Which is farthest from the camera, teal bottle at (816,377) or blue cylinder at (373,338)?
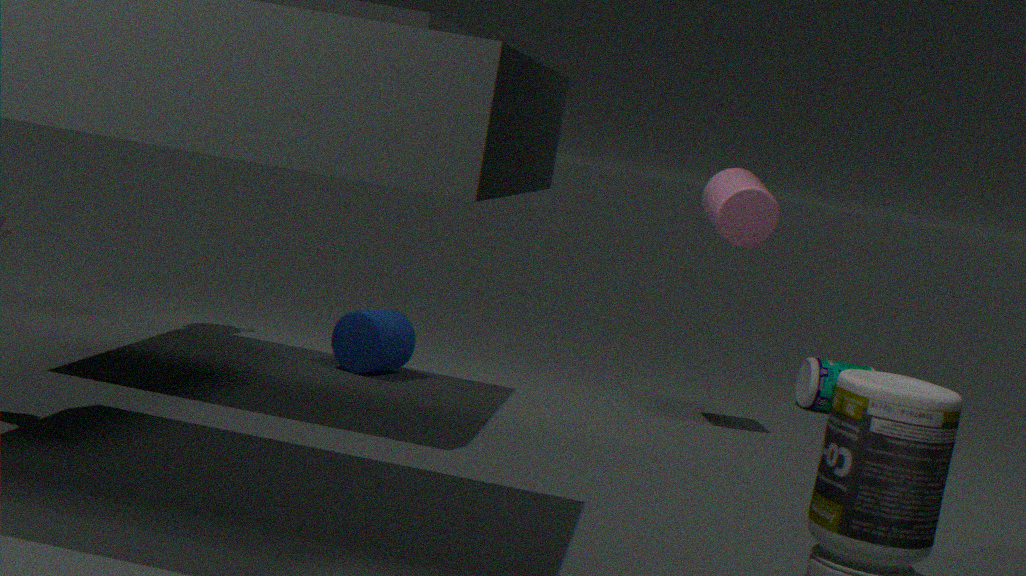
teal bottle at (816,377)
